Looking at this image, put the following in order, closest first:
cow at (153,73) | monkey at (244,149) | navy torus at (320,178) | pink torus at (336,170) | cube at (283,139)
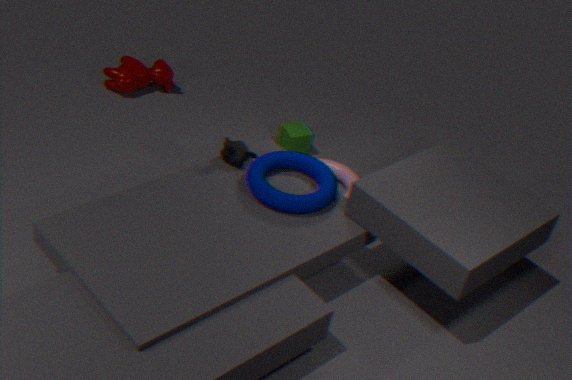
navy torus at (320,178), monkey at (244,149), pink torus at (336,170), cube at (283,139), cow at (153,73)
